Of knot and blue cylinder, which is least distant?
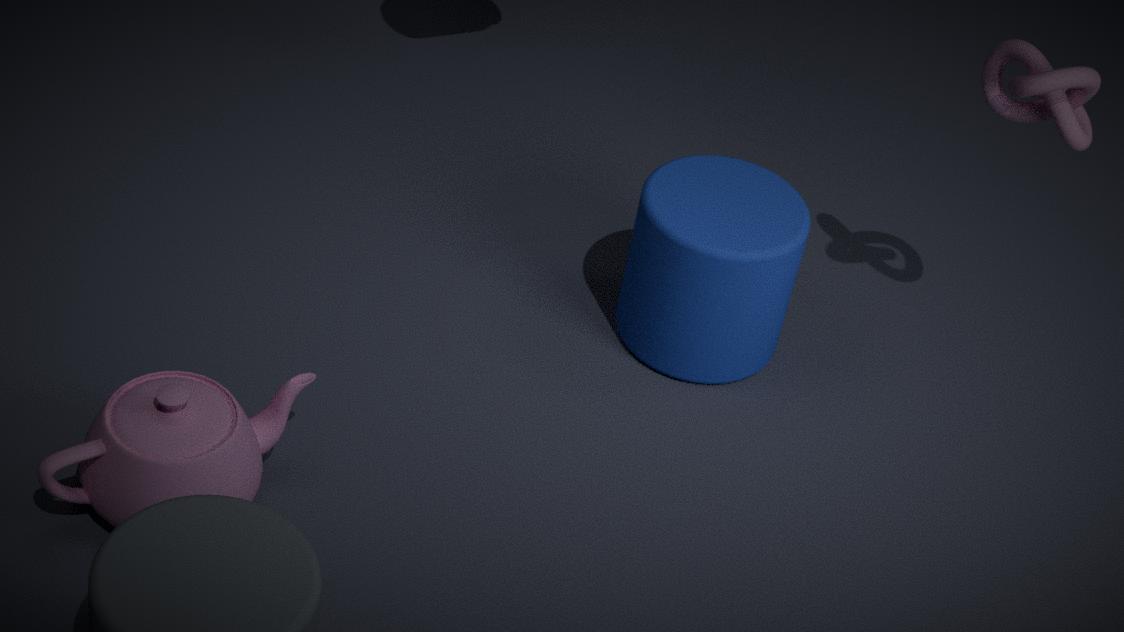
knot
